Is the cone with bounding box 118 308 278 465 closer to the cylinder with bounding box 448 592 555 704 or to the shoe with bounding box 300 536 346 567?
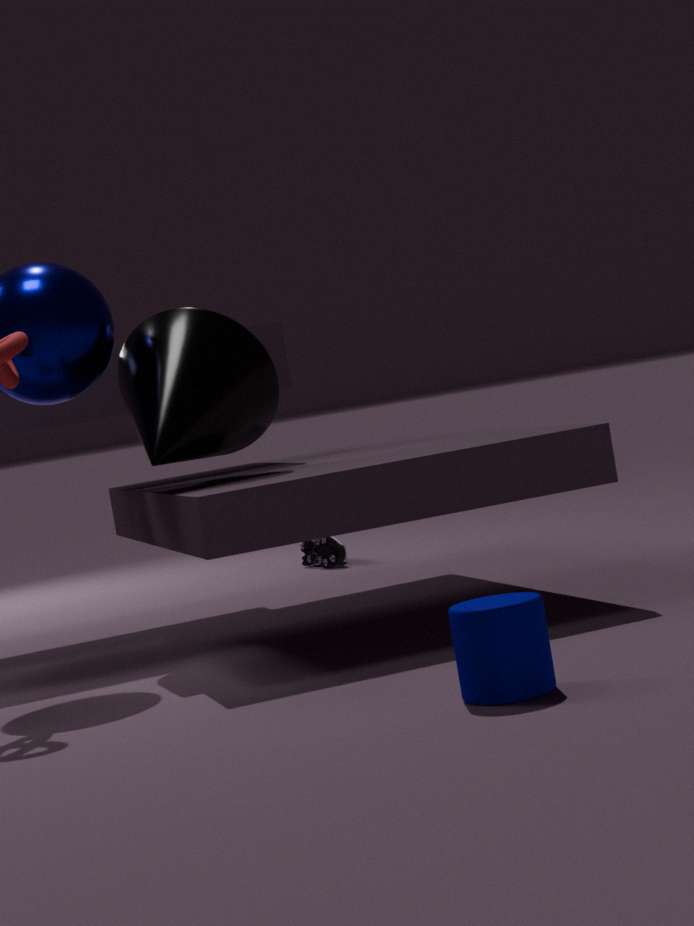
the cylinder with bounding box 448 592 555 704
